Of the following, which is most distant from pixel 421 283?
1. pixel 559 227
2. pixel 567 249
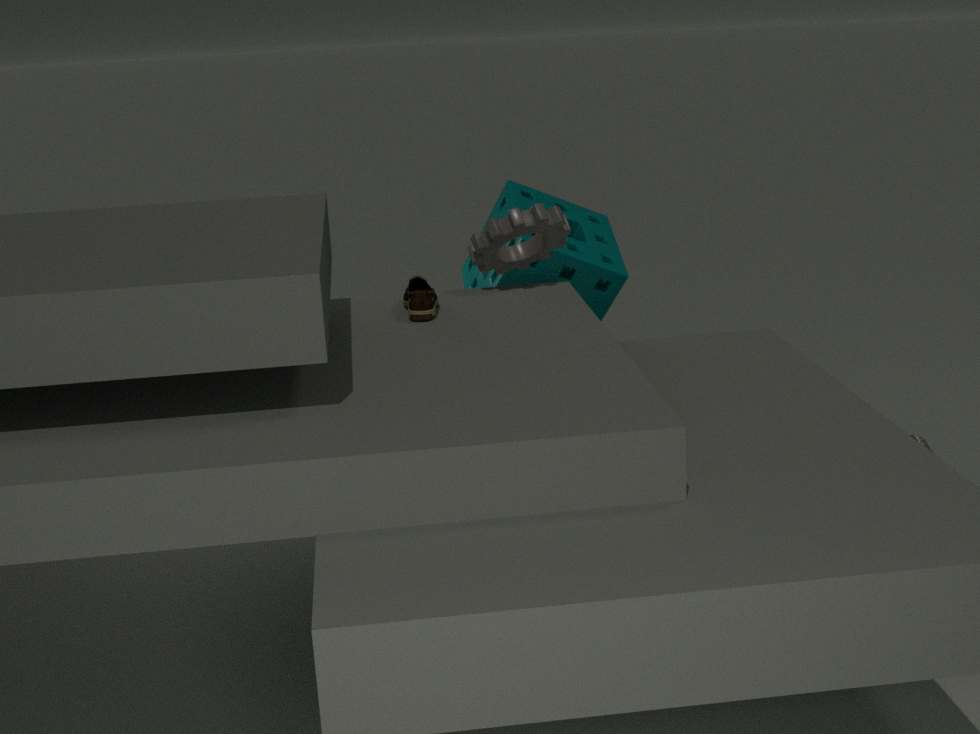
pixel 567 249
